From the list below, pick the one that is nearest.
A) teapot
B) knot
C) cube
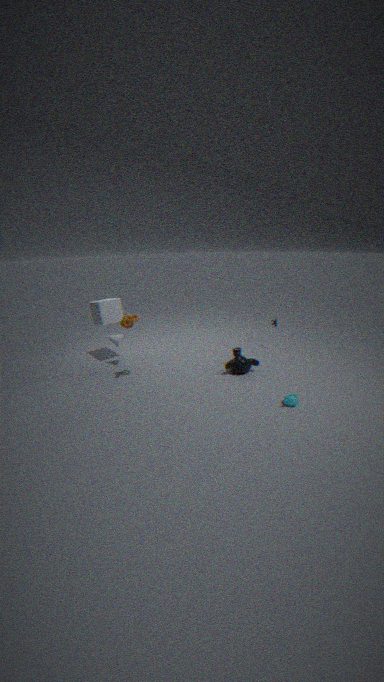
teapot
